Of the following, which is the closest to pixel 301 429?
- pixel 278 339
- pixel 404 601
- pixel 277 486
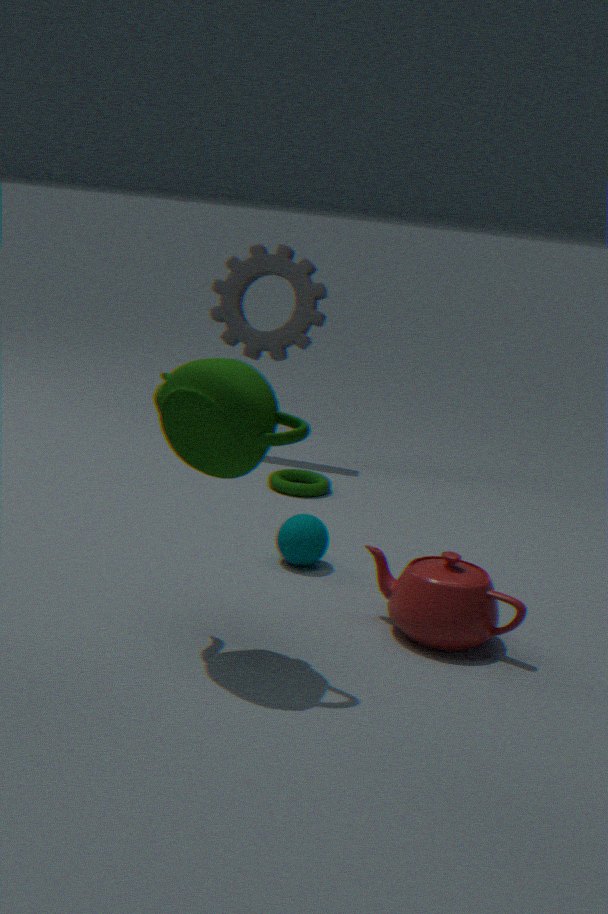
pixel 404 601
